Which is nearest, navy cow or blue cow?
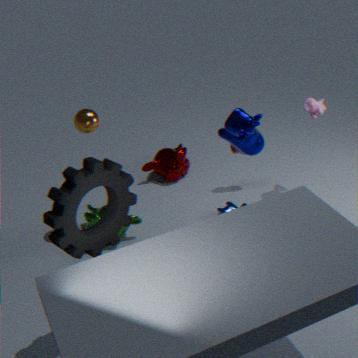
navy cow
